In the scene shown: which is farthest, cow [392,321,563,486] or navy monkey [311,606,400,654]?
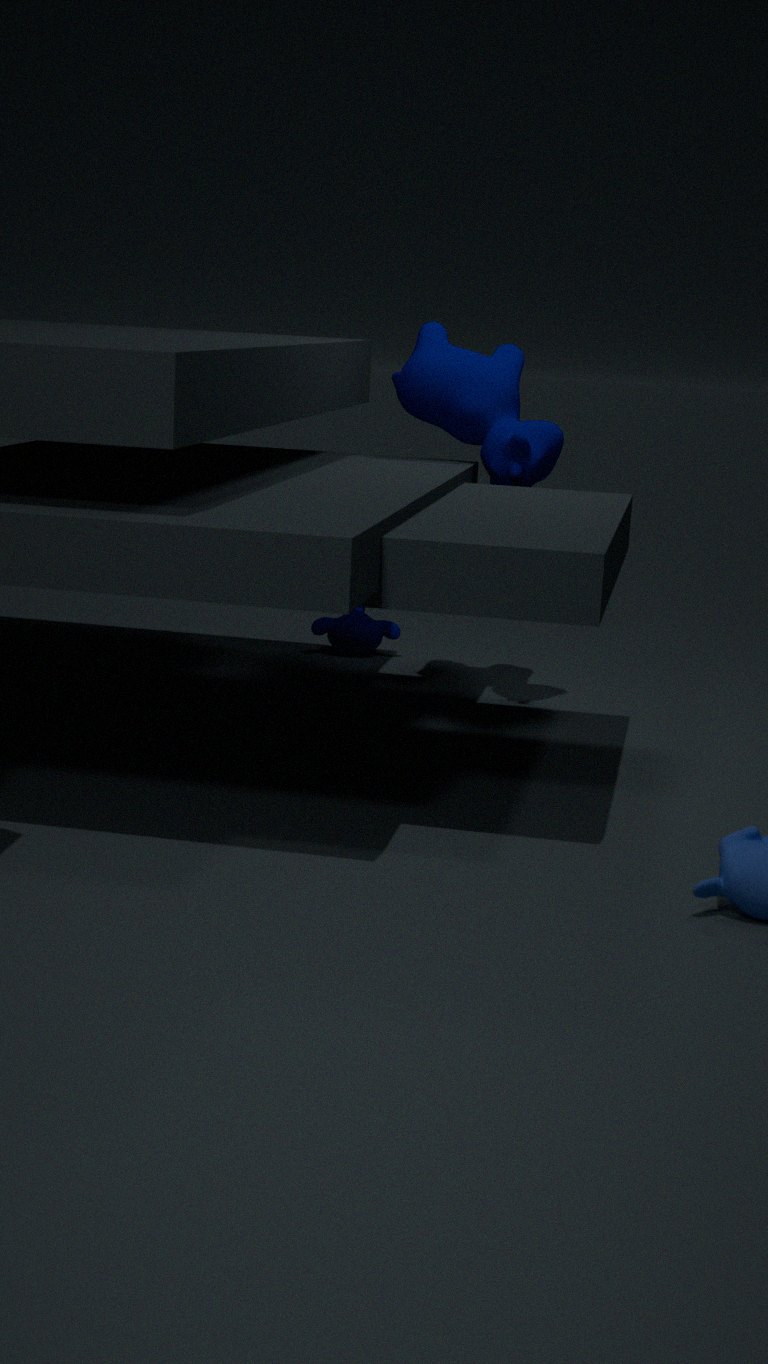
navy monkey [311,606,400,654]
